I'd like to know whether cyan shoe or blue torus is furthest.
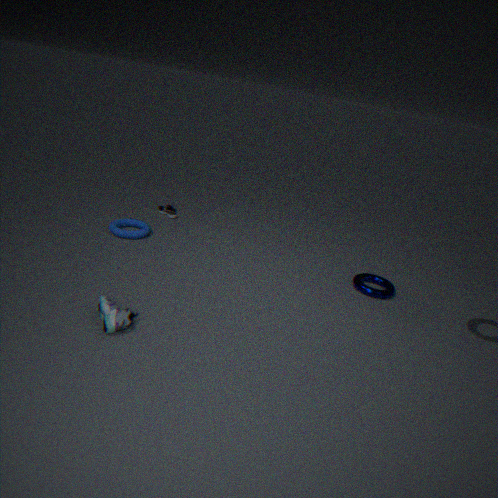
blue torus
